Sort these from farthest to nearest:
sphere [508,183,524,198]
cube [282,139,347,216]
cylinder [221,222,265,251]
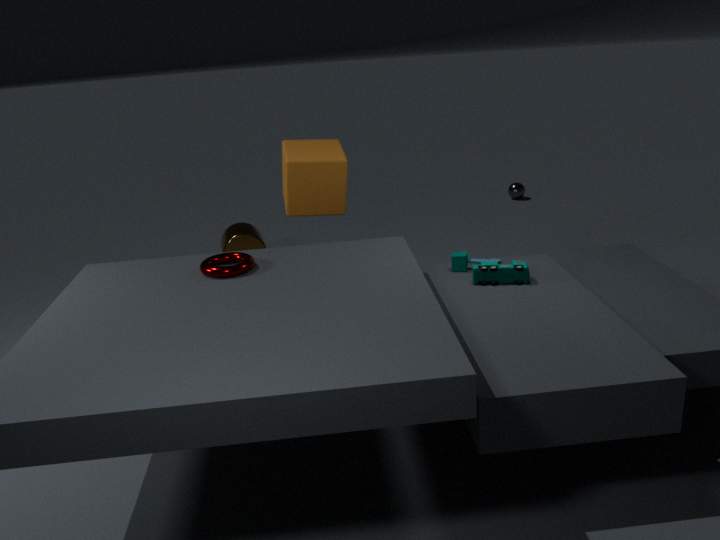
sphere [508,183,524,198]
cylinder [221,222,265,251]
cube [282,139,347,216]
